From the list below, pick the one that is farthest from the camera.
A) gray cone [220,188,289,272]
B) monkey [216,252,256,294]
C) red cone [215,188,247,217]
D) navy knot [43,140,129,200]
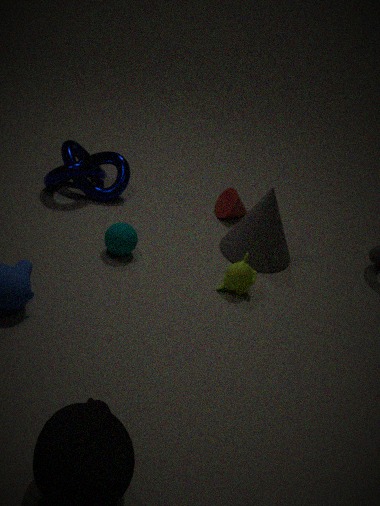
red cone [215,188,247,217]
